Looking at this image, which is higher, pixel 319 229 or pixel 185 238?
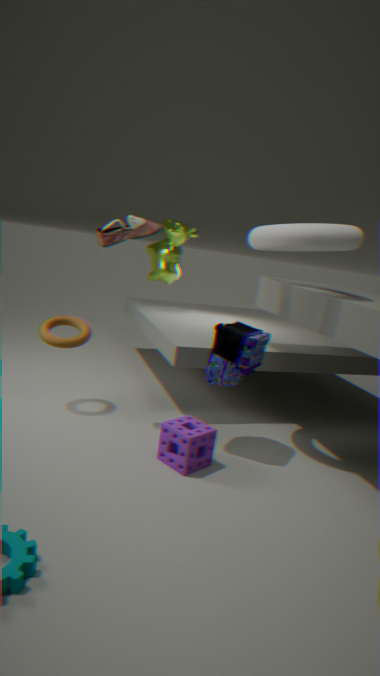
pixel 319 229
